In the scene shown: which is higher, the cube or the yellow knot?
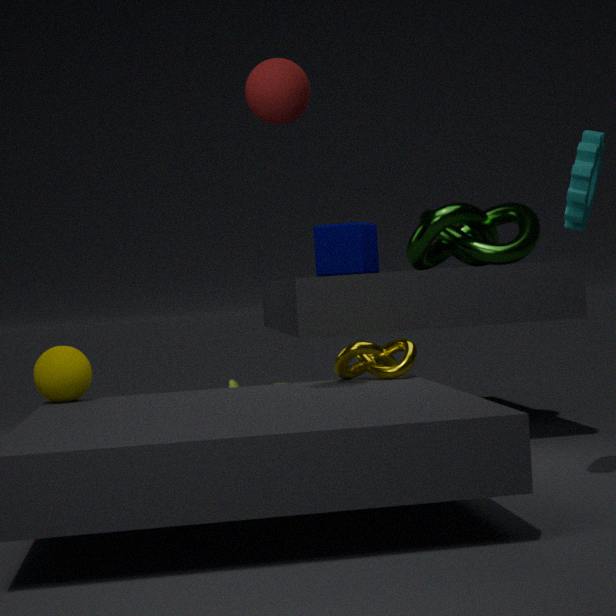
the cube
